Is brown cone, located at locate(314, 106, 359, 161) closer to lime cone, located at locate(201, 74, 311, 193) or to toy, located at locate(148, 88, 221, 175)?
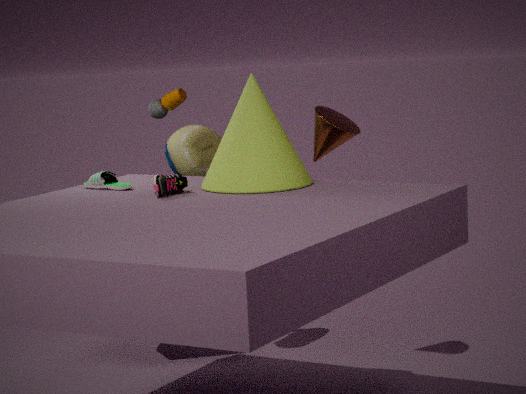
lime cone, located at locate(201, 74, 311, 193)
